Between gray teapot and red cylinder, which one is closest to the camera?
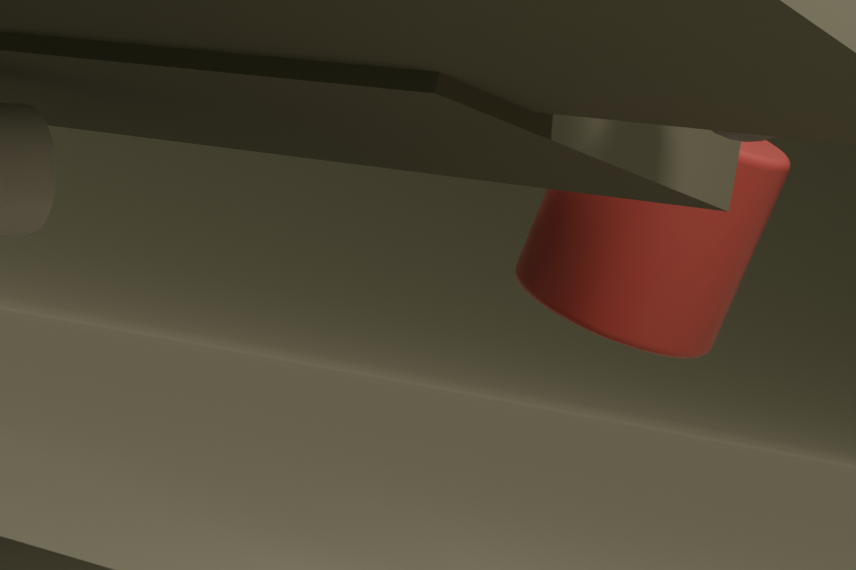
gray teapot
